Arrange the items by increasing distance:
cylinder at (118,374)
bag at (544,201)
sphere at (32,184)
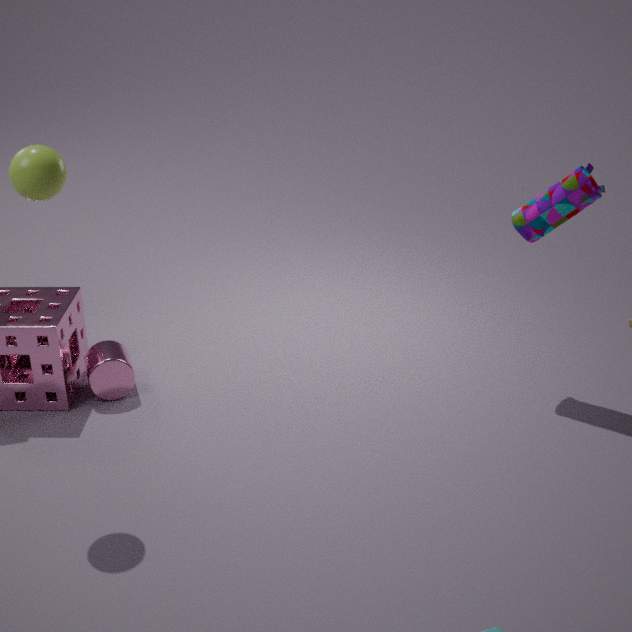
sphere at (32,184), bag at (544,201), cylinder at (118,374)
